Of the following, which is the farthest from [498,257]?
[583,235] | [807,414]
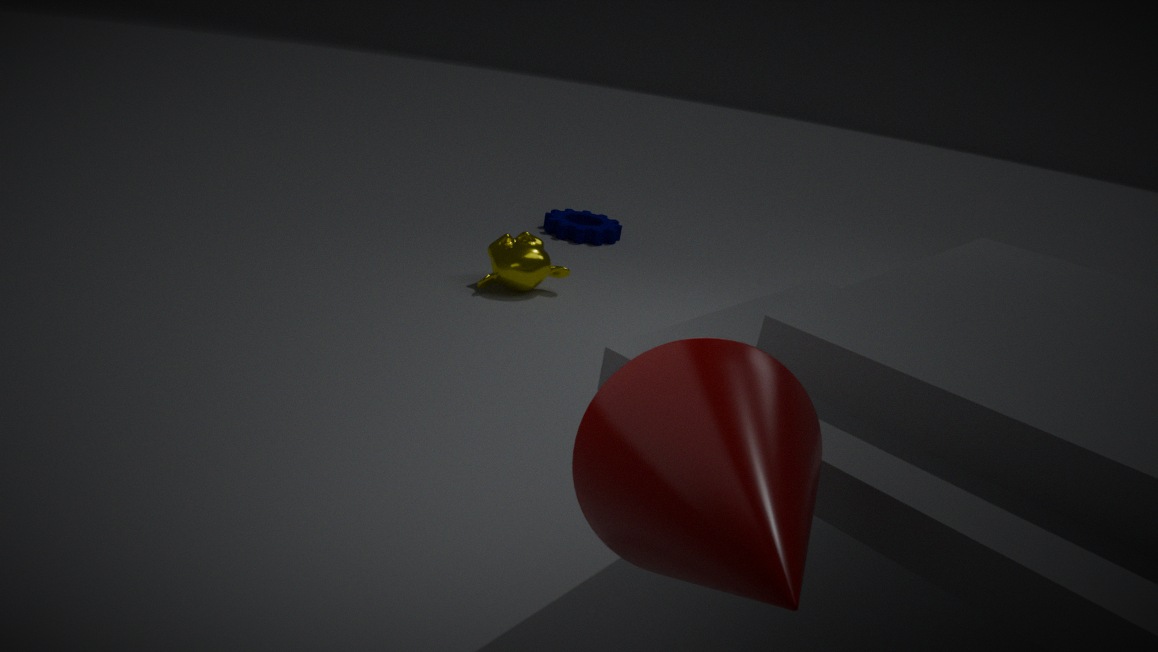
[807,414]
